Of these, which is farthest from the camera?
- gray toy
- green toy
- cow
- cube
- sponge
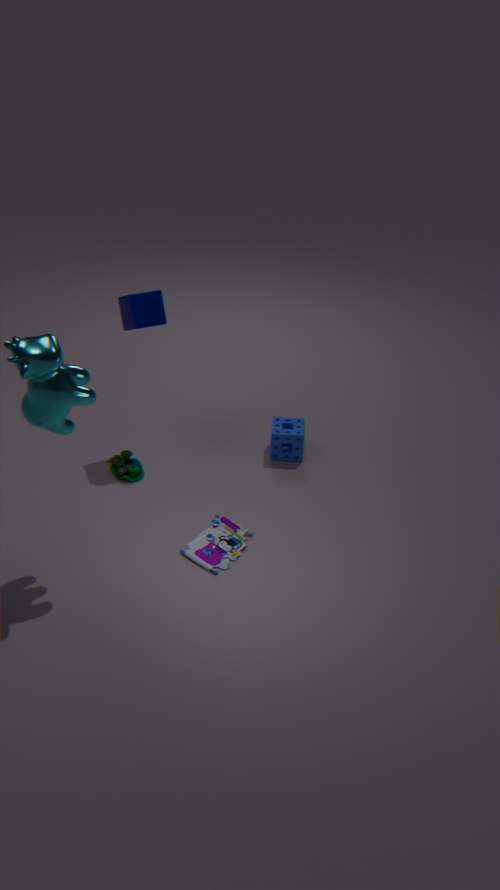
sponge
